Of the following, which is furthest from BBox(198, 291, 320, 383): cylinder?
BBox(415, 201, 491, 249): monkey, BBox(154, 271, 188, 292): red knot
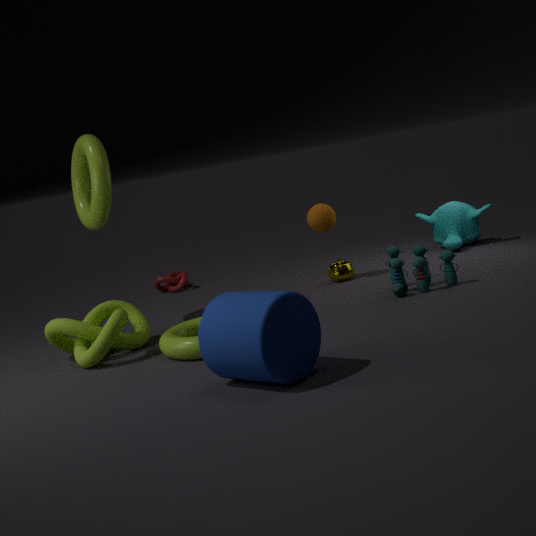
BBox(154, 271, 188, 292): red knot
